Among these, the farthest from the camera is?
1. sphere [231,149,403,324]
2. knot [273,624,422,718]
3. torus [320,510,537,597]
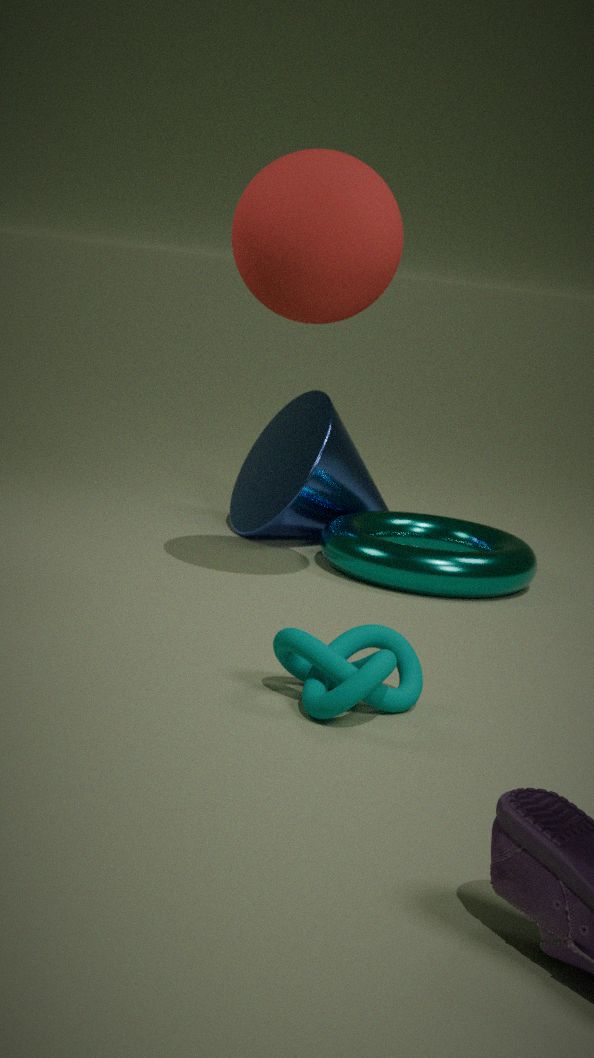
torus [320,510,537,597]
